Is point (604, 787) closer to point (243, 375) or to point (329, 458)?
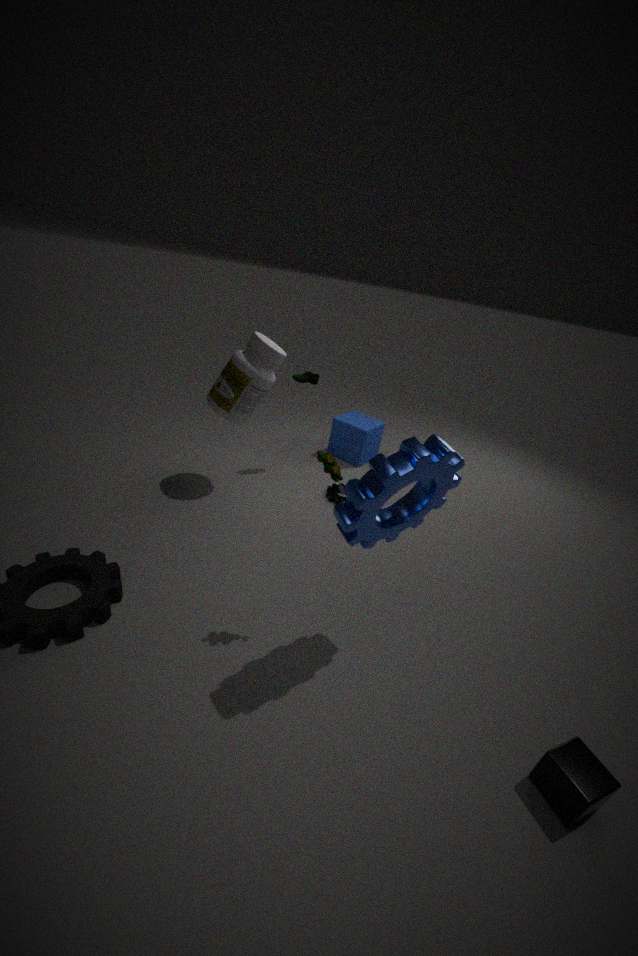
point (329, 458)
